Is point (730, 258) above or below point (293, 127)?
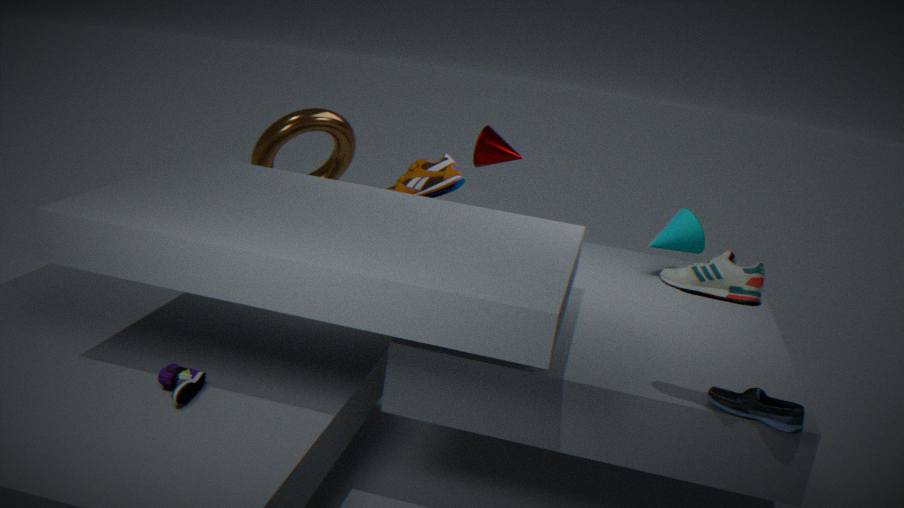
above
